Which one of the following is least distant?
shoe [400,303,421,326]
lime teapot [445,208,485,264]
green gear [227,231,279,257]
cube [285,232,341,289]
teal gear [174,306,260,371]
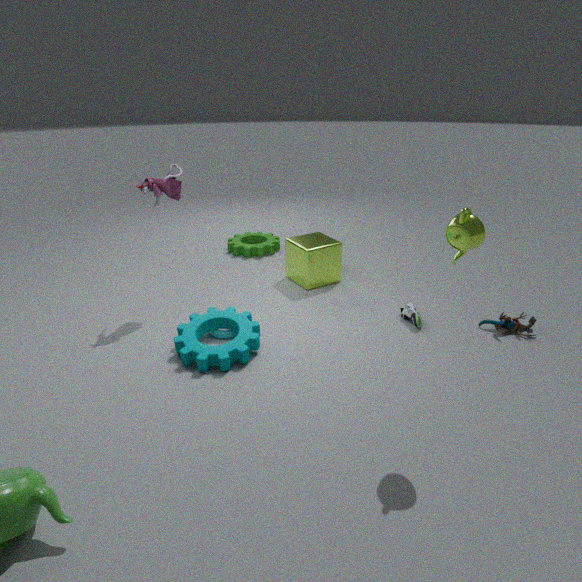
lime teapot [445,208,485,264]
